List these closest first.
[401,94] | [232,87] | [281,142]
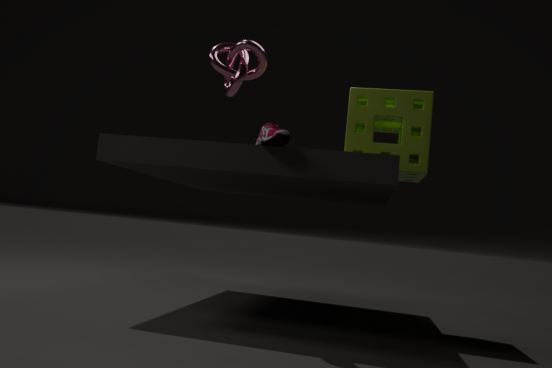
[281,142], [232,87], [401,94]
